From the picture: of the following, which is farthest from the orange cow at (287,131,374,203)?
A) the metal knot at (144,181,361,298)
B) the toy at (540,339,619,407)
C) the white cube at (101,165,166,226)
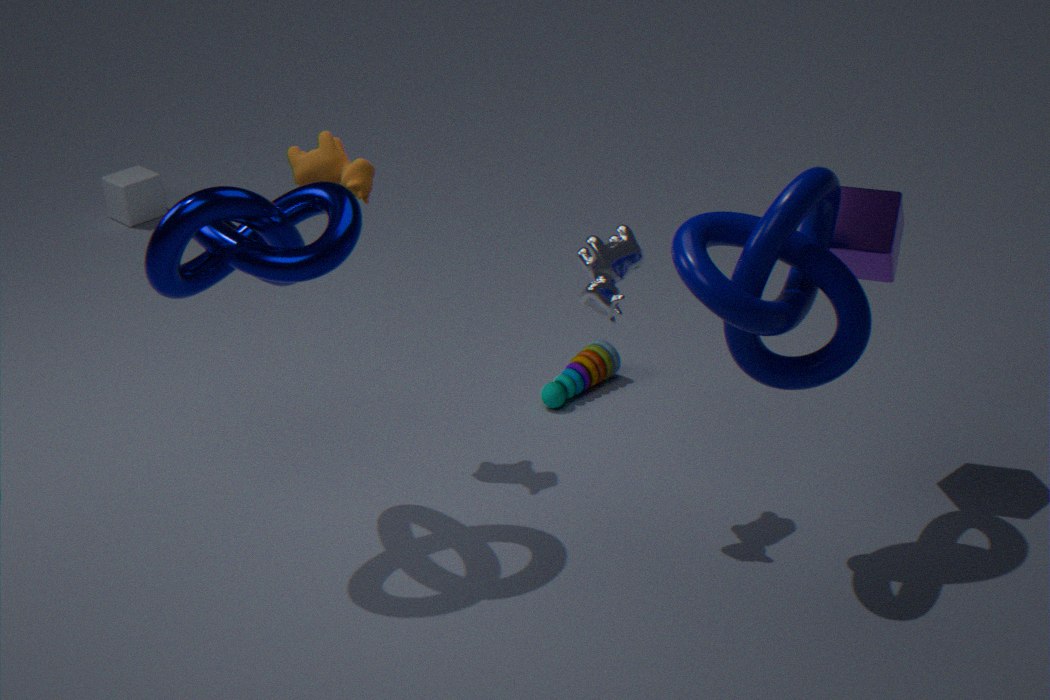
the white cube at (101,165,166,226)
